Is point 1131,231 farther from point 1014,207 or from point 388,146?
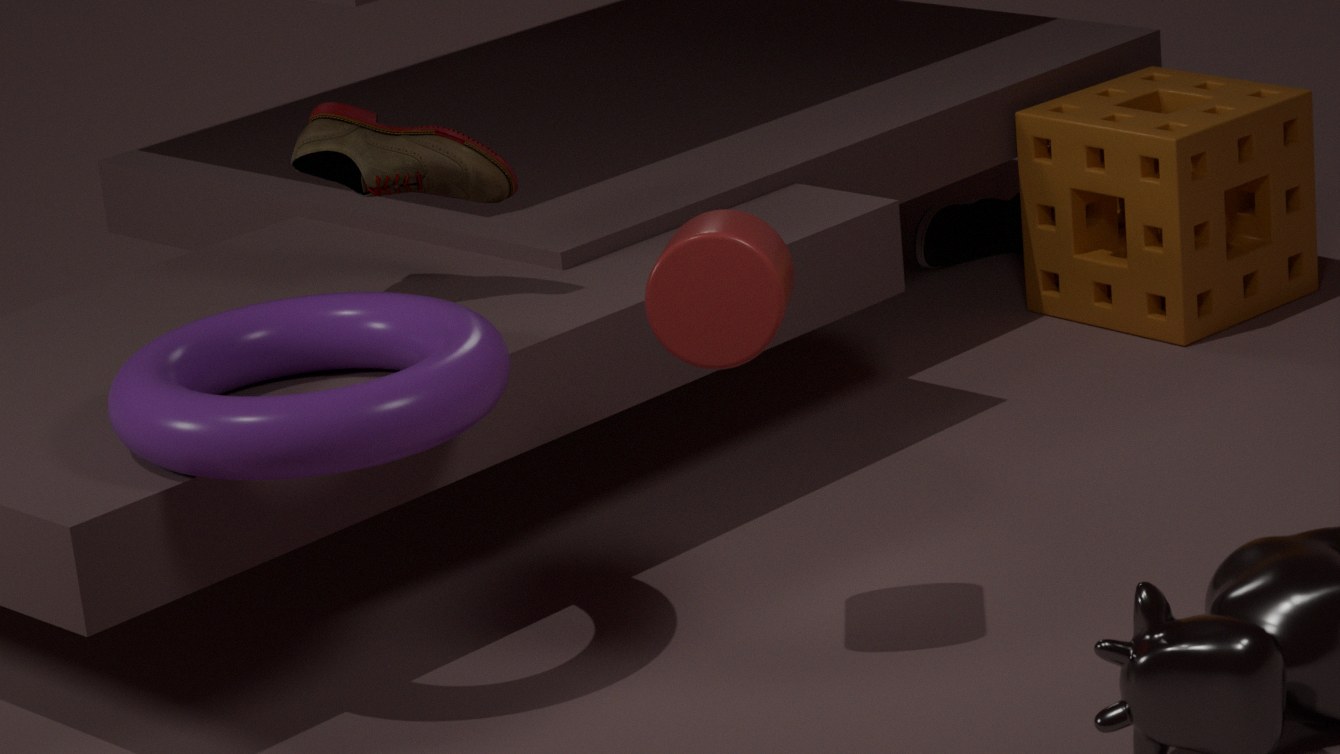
point 388,146
